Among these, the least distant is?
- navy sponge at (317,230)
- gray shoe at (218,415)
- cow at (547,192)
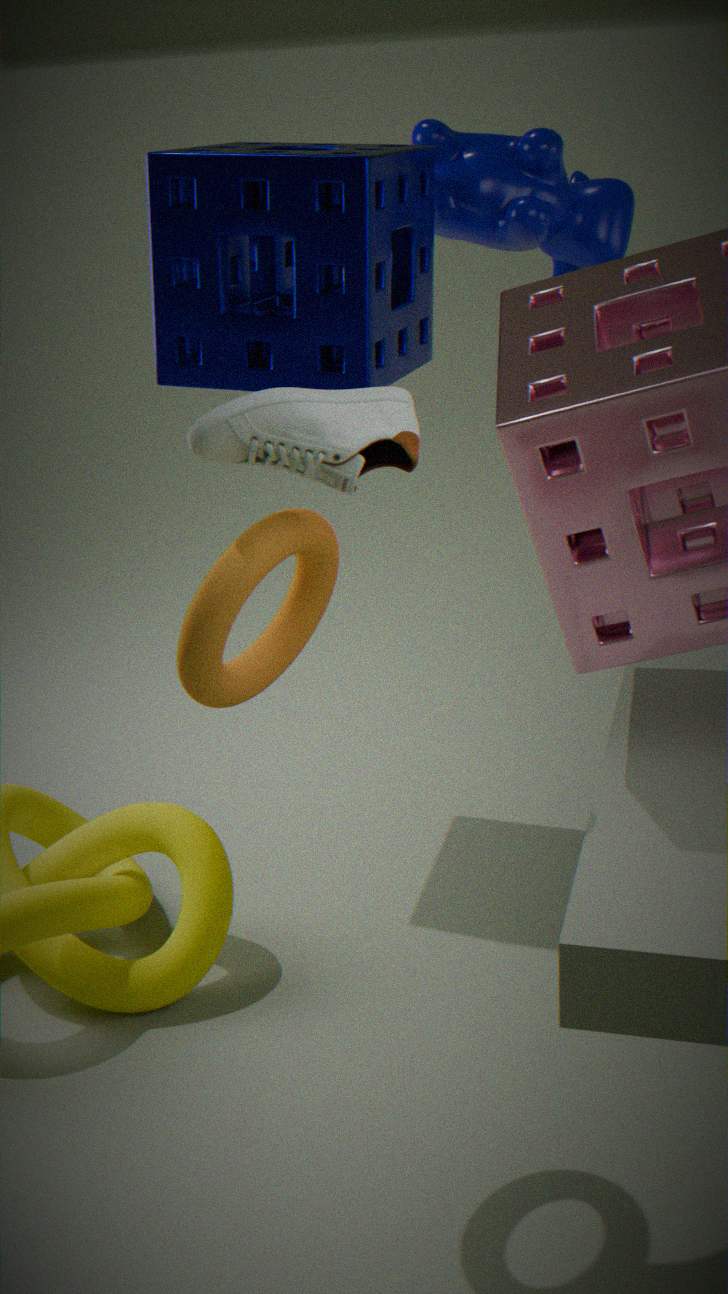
gray shoe at (218,415)
